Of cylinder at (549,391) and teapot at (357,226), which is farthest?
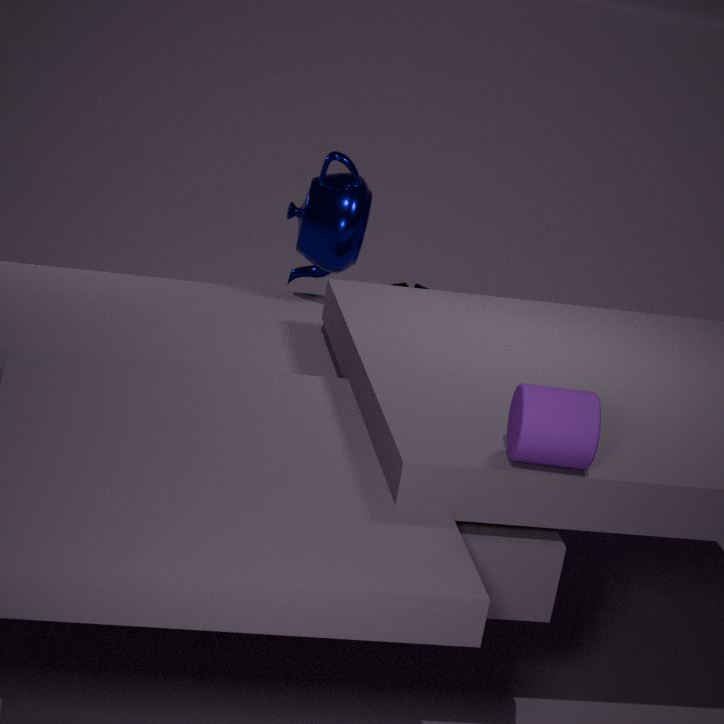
teapot at (357,226)
